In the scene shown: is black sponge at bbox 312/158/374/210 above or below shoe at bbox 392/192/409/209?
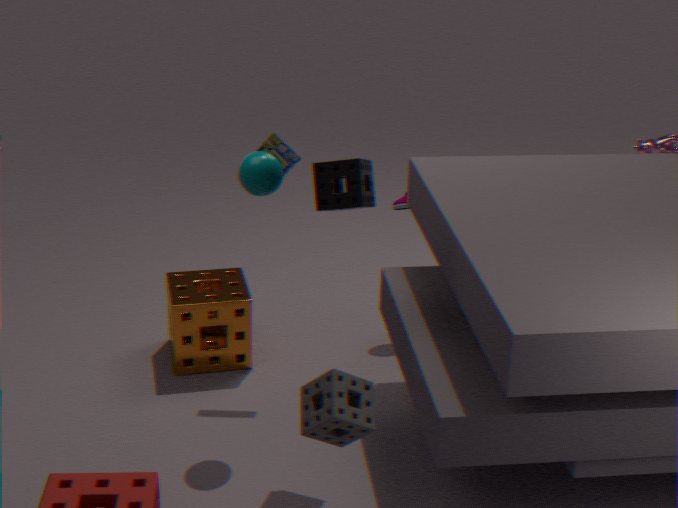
above
